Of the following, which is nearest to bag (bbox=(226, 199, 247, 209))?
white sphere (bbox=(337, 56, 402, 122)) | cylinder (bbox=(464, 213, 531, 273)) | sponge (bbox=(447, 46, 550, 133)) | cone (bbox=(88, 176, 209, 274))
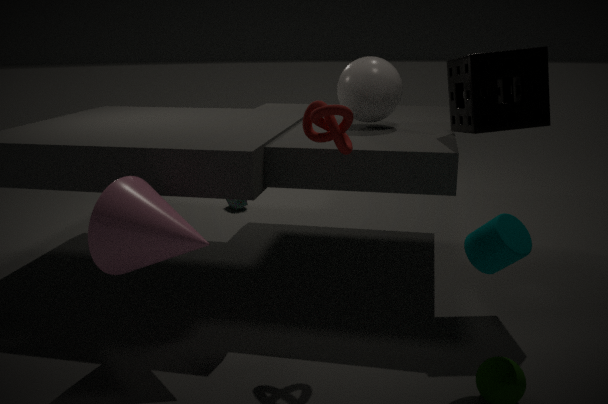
white sphere (bbox=(337, 56, 402, 122))
